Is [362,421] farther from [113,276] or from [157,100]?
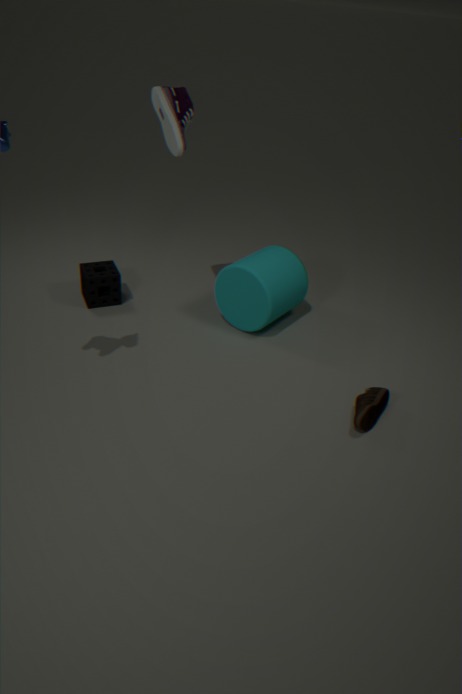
[113,276]
